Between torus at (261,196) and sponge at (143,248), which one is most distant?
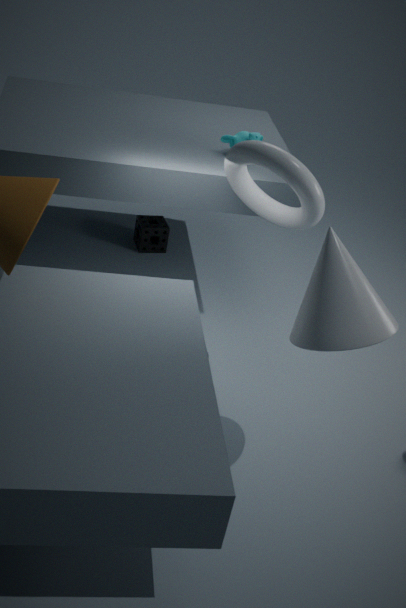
sponge at (143,248)
